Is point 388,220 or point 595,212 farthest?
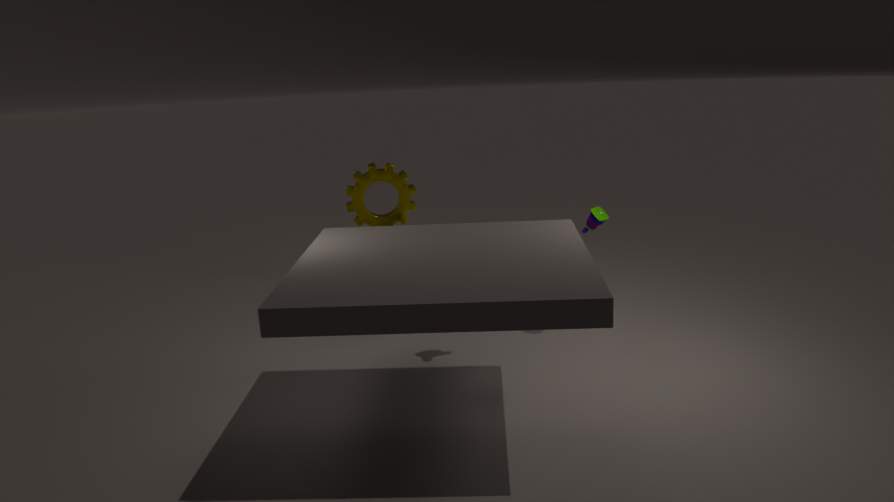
point 388,220
